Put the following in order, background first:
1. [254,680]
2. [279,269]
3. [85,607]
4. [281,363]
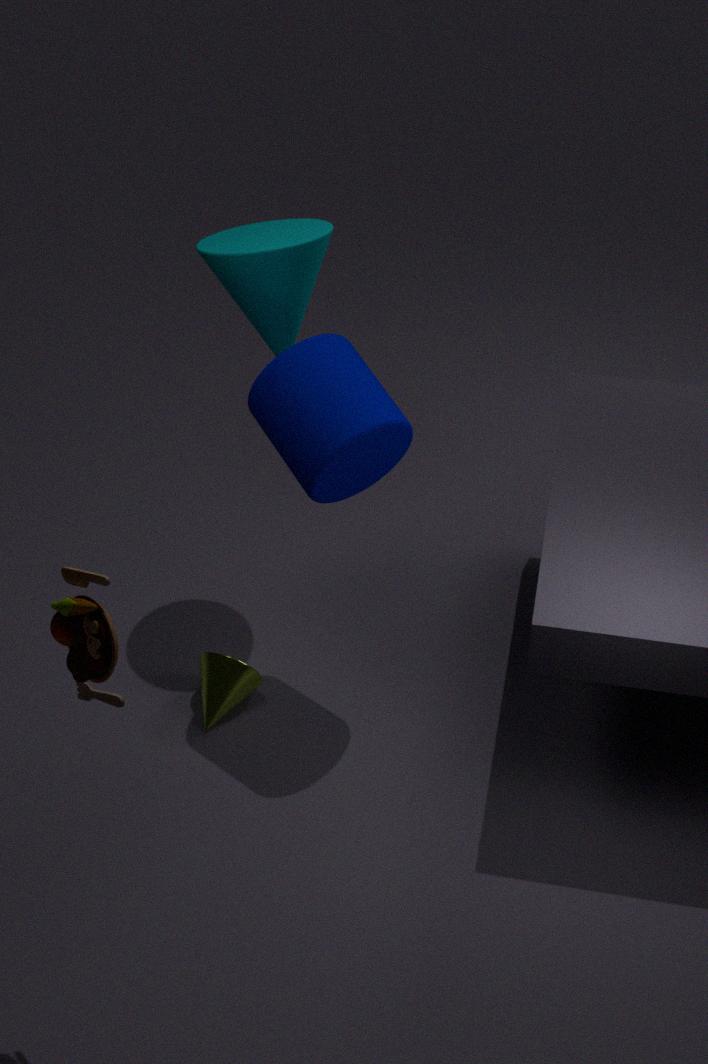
[254,680] < [279,269] < [281,363] < [85,607]
